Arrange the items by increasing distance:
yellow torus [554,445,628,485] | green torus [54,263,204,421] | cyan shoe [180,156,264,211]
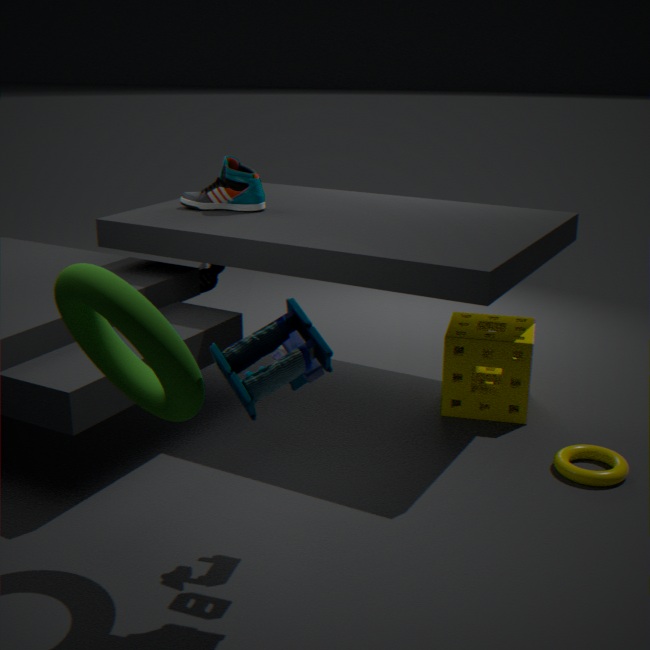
green torus [54,263,204,421] < yellow torus [554,445,628,485] < cyan shoe [180,156,264,211]
